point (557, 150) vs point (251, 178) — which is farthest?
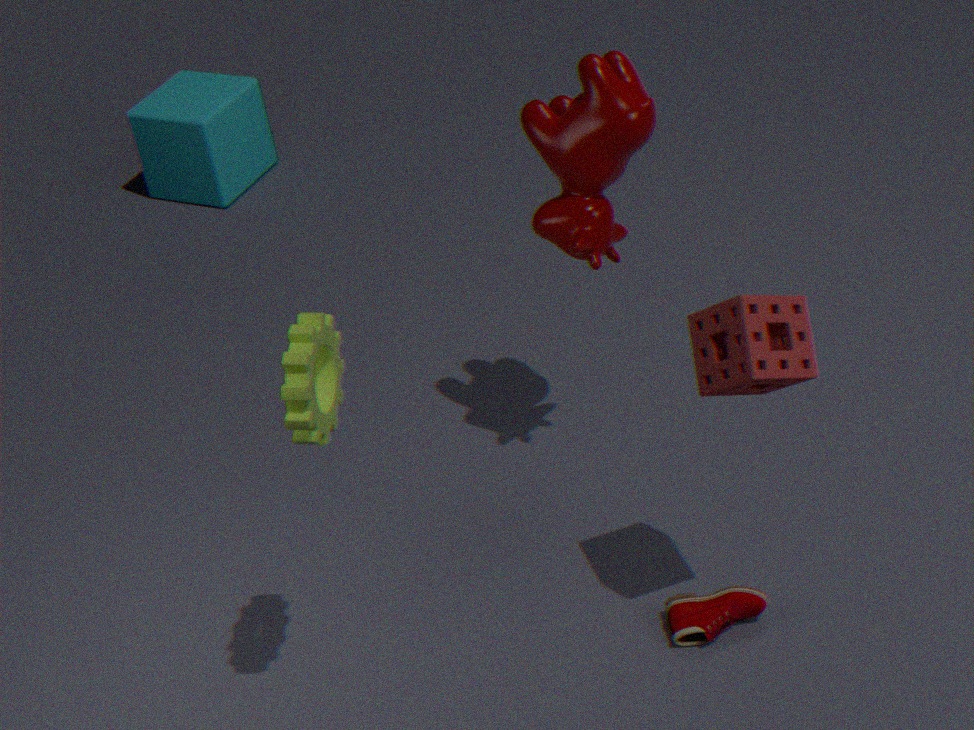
point (251, 178)
